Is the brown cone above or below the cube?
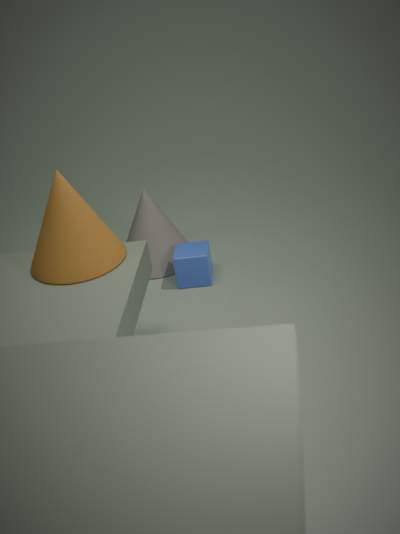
above
